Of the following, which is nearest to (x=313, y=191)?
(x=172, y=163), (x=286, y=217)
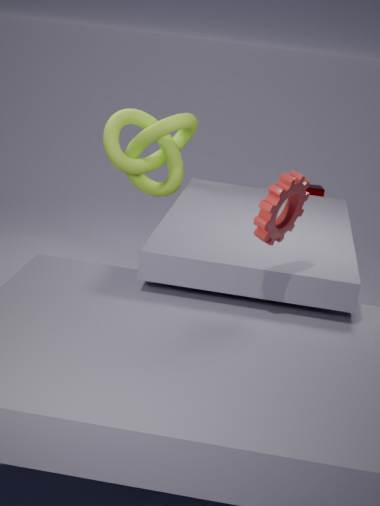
(x=172, y=163)
